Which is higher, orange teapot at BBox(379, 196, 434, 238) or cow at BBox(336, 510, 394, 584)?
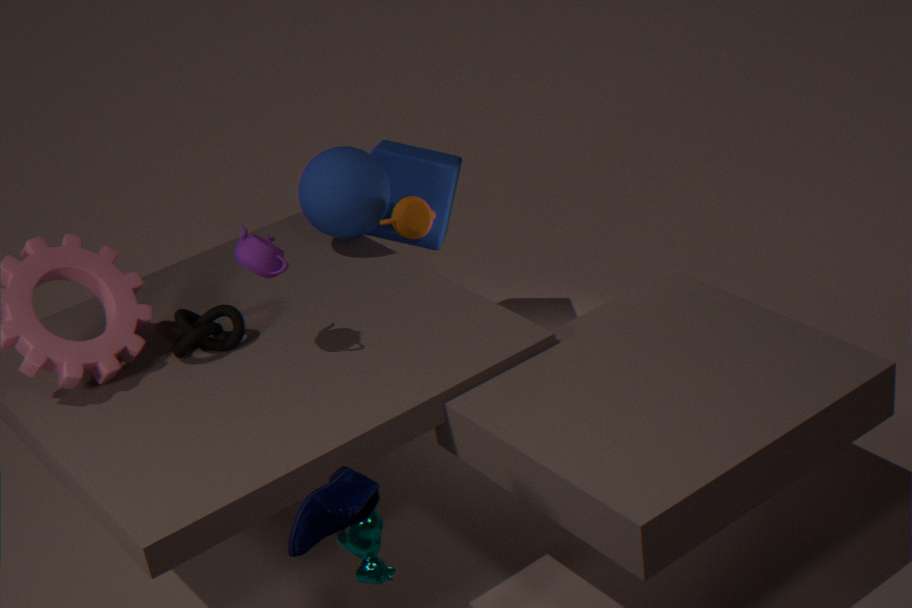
orange teapot at BBox(379, 196, 434, 238)
